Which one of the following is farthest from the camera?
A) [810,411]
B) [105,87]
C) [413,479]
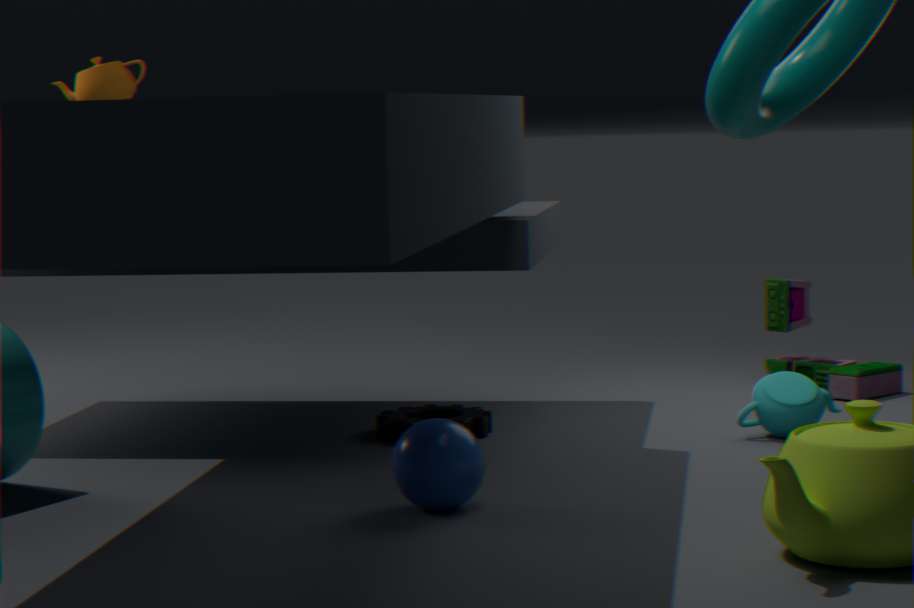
[105,87]
